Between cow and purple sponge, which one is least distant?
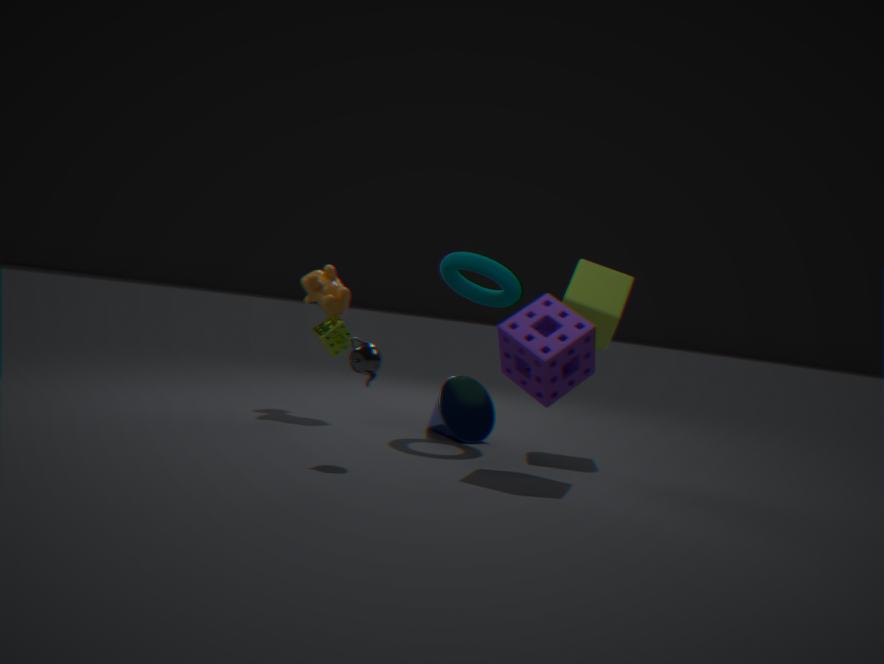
purple sponge
